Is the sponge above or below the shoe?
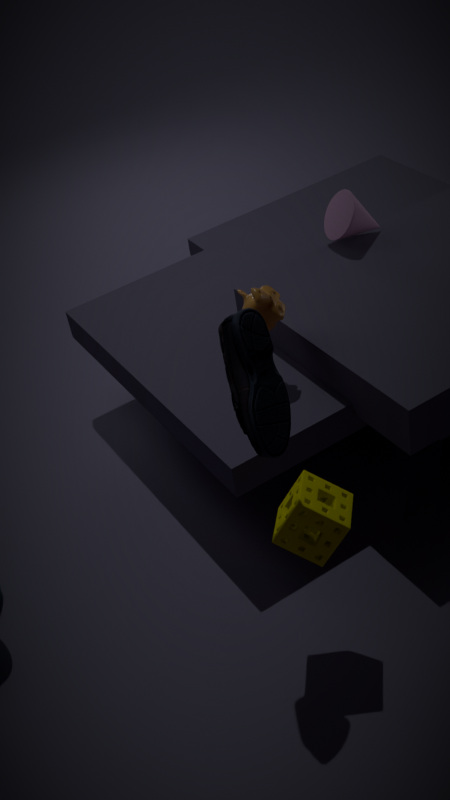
below
